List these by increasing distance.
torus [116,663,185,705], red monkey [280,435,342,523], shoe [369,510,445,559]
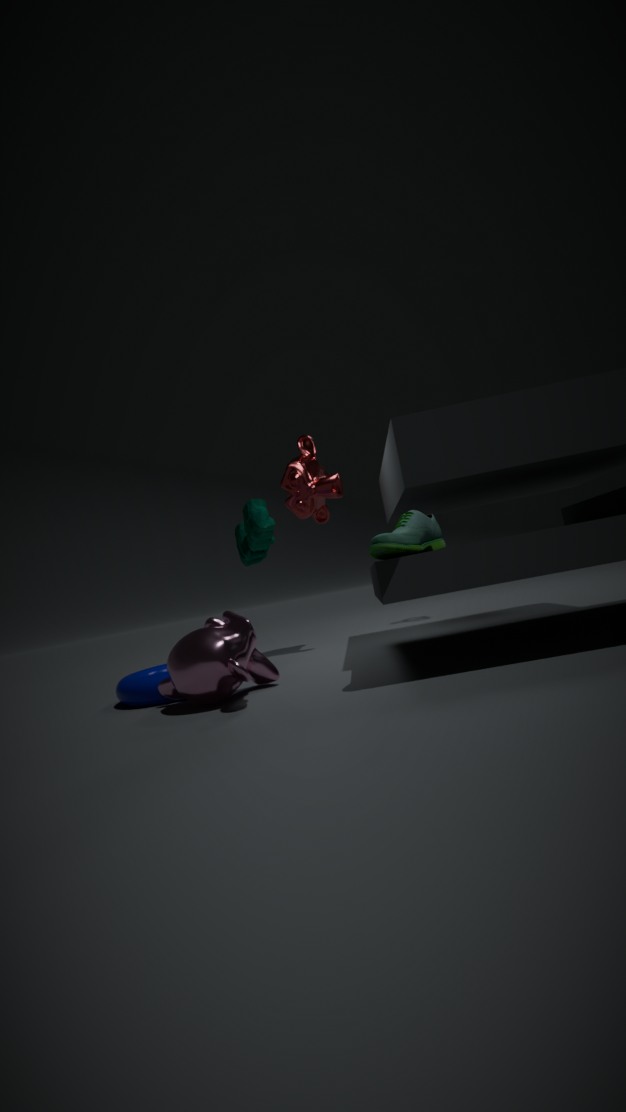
shoe [369,510,445,559]
torus [116,663,185,705]
red monkey [280,435,342,523]
